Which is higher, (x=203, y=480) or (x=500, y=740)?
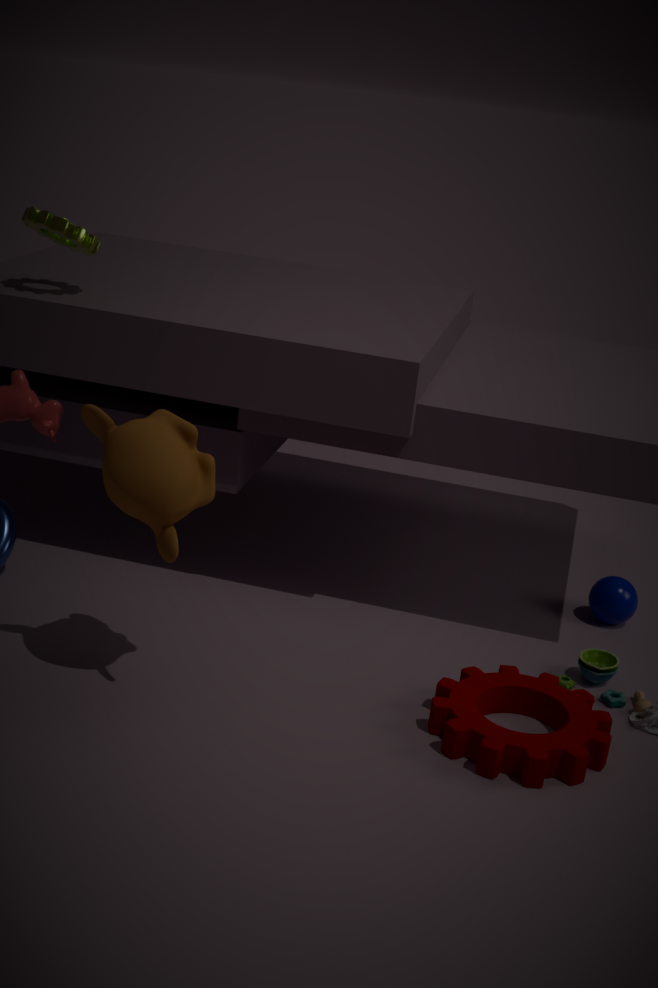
(x=203, y=480)
